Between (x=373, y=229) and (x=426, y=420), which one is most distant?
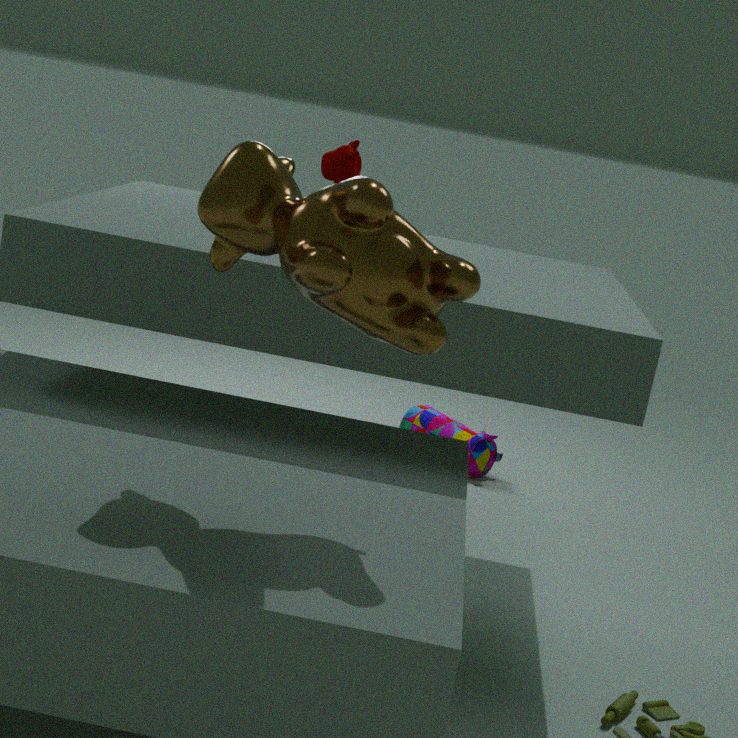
(x=426, y=420)
